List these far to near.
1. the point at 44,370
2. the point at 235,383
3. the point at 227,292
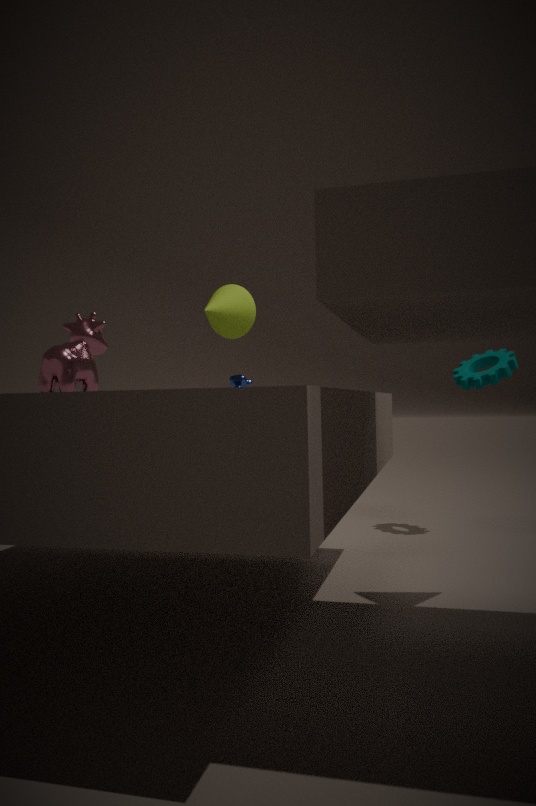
the point at 235,383
the point at 227,292
the point at 44,370
